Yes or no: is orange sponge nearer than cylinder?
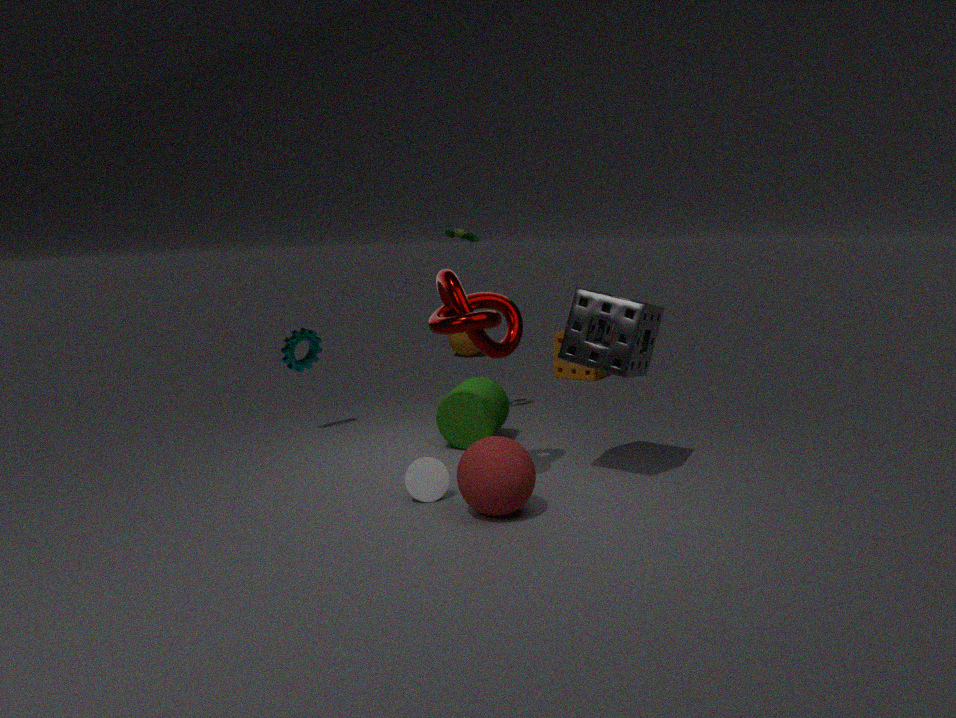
No
